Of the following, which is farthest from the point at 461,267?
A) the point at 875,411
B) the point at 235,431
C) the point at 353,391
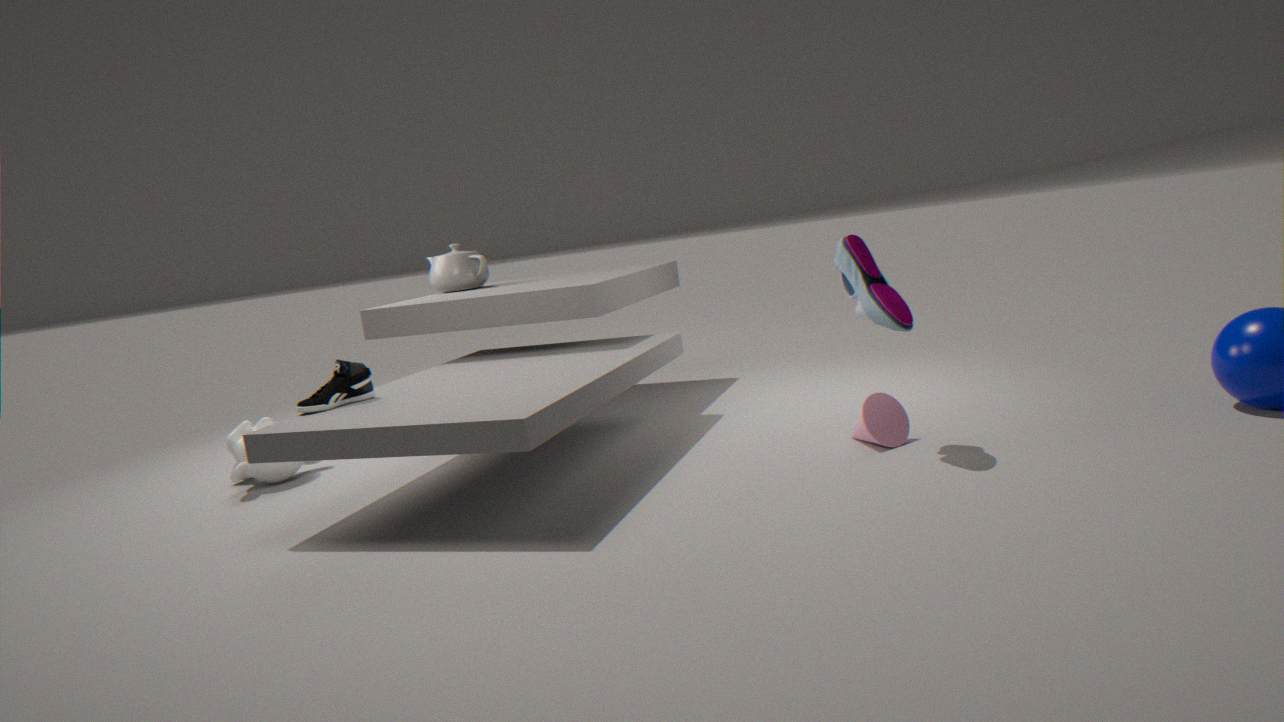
the point at 875,411
